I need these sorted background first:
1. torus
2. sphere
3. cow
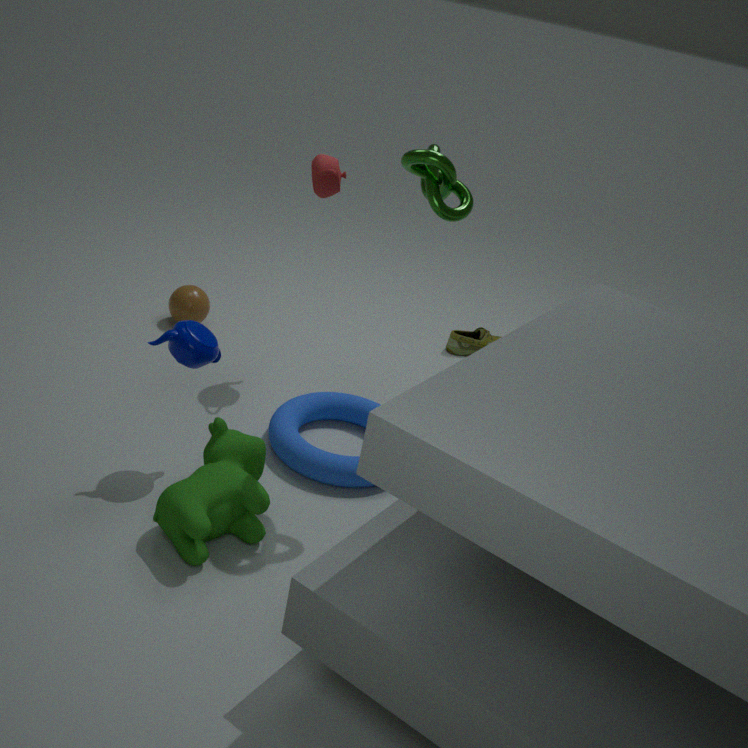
1. sphere
2. torus
3. cow
